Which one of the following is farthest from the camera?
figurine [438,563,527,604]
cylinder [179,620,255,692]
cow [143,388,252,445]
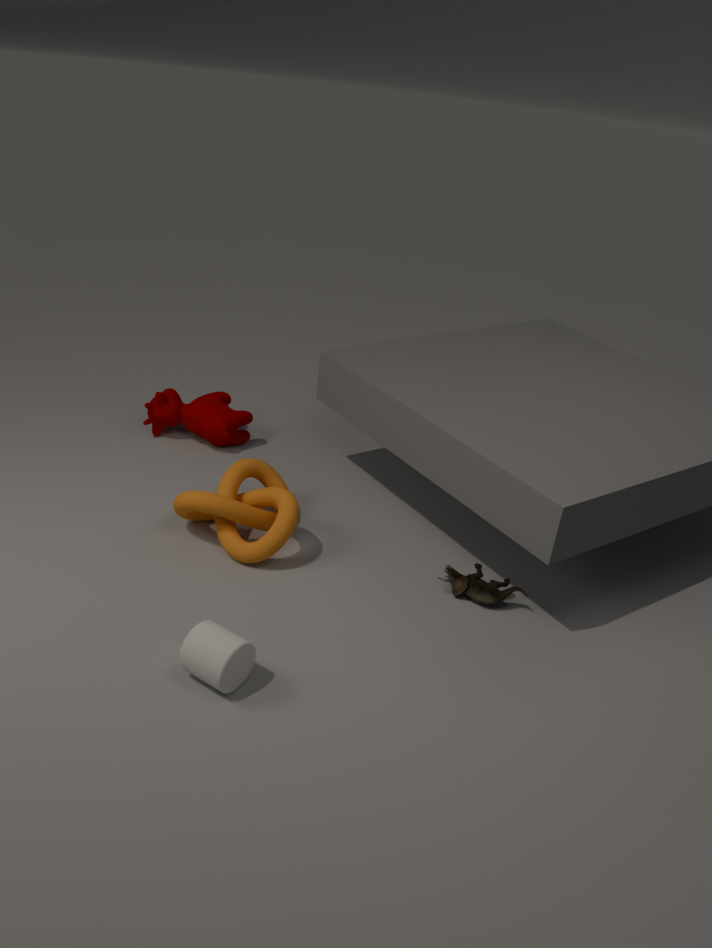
cow [143,388,252,445]
